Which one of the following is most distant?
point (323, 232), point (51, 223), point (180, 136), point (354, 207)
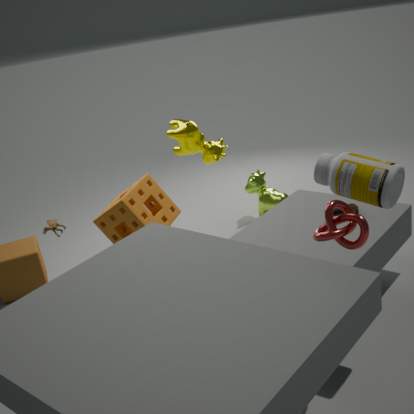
point (180, 136)
